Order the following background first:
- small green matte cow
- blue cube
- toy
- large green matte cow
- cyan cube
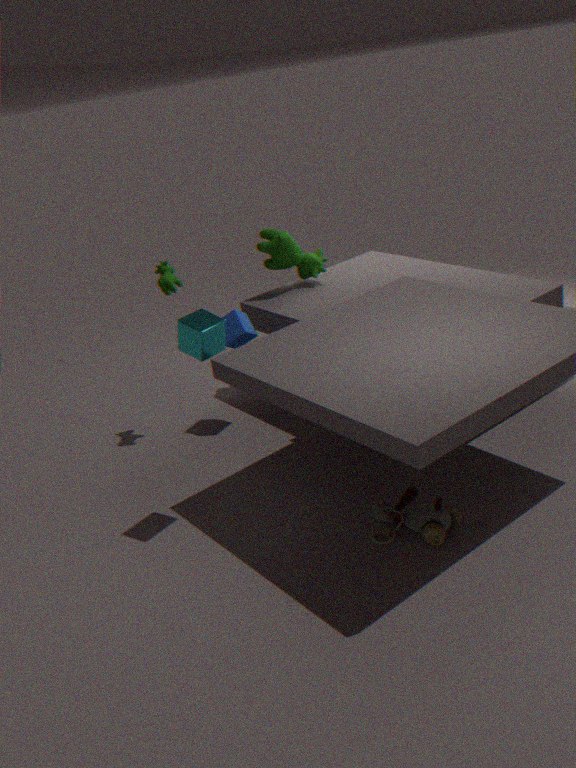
1. large green matte cow
2. blue cube
3. small green matte cow
4. cyan cube
5. toy
